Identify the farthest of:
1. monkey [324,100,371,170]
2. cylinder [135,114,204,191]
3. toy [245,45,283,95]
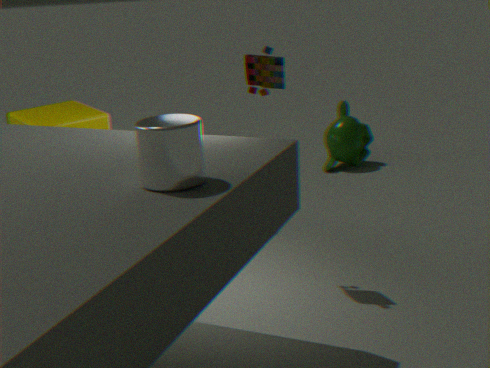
monkey [324,100,371,170]
